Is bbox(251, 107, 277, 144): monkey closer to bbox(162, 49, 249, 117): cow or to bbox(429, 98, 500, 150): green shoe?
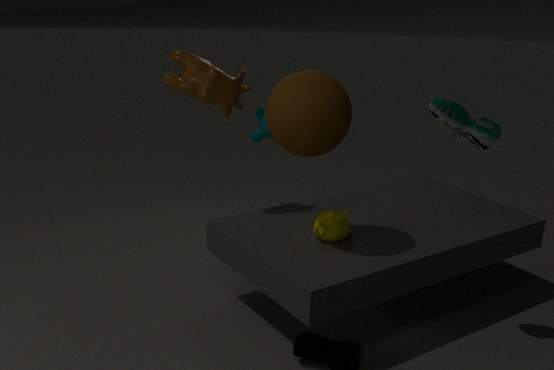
bbox(162, 49, 249, 117): cow
